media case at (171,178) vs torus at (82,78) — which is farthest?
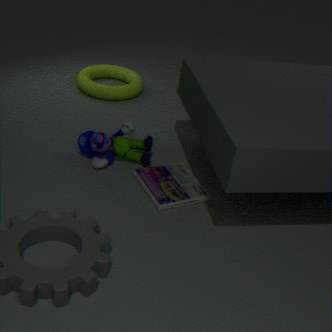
torus at (82,78)
